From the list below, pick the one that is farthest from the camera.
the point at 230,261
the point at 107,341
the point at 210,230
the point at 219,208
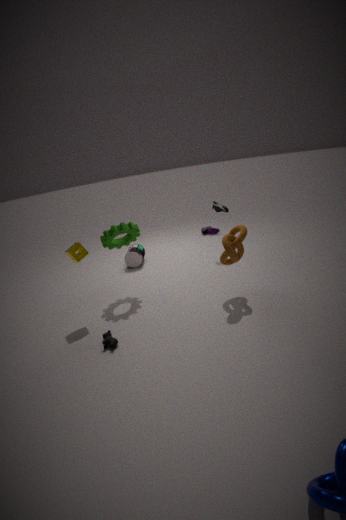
the point at 210,230
